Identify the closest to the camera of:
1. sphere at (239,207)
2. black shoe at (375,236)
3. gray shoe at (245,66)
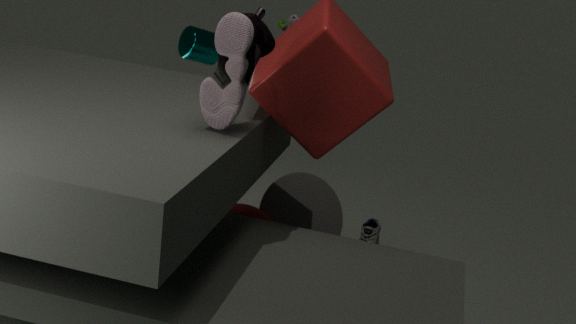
gray shoe at (245,66)
